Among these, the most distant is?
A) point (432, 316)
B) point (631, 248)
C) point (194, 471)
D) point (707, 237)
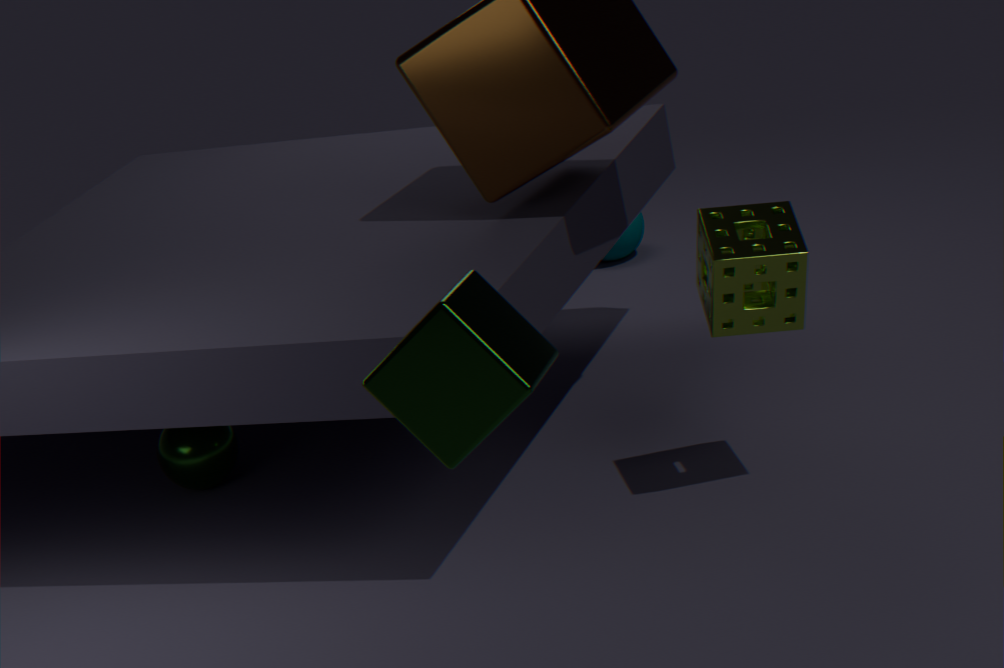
point (631, 248)
